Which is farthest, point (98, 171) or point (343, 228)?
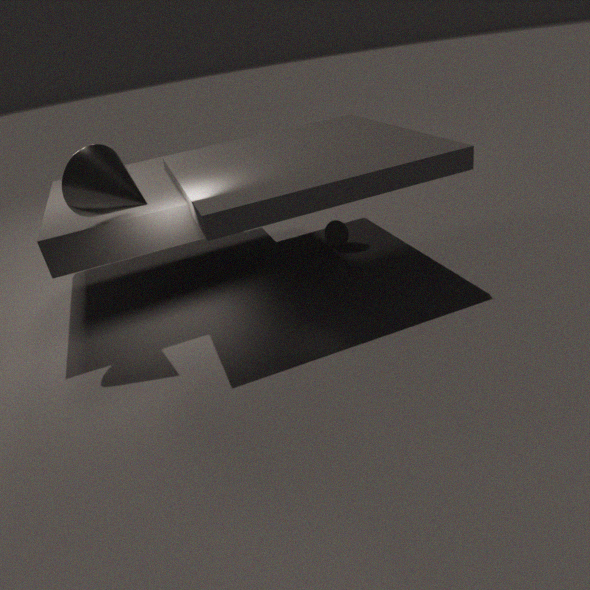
point (343, 228)
